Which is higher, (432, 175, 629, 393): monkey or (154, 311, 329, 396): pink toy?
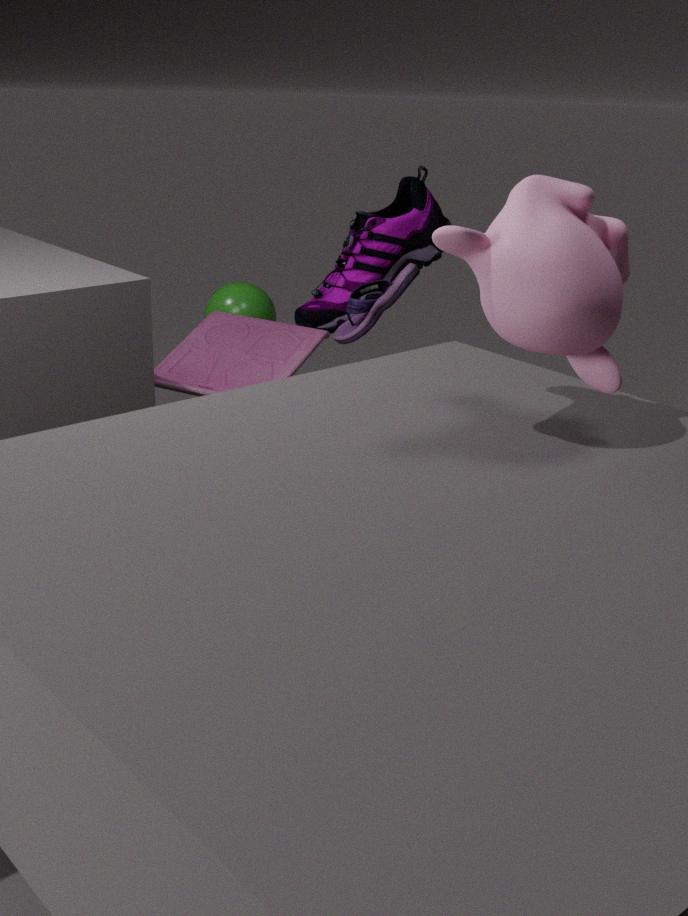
(432, 175, 629, 393): monkey
